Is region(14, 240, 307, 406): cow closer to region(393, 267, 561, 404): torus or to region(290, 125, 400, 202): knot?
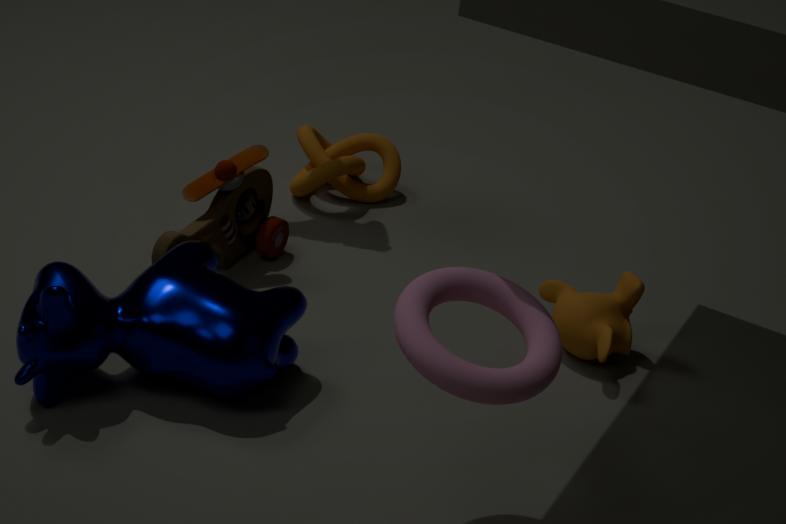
region(393, 267, 561, 404): torus
